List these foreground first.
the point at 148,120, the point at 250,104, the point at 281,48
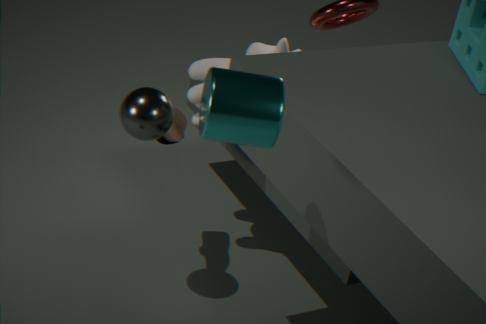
1. the point at 250,104
2. the point at 148,120
3. the point at 281,48
